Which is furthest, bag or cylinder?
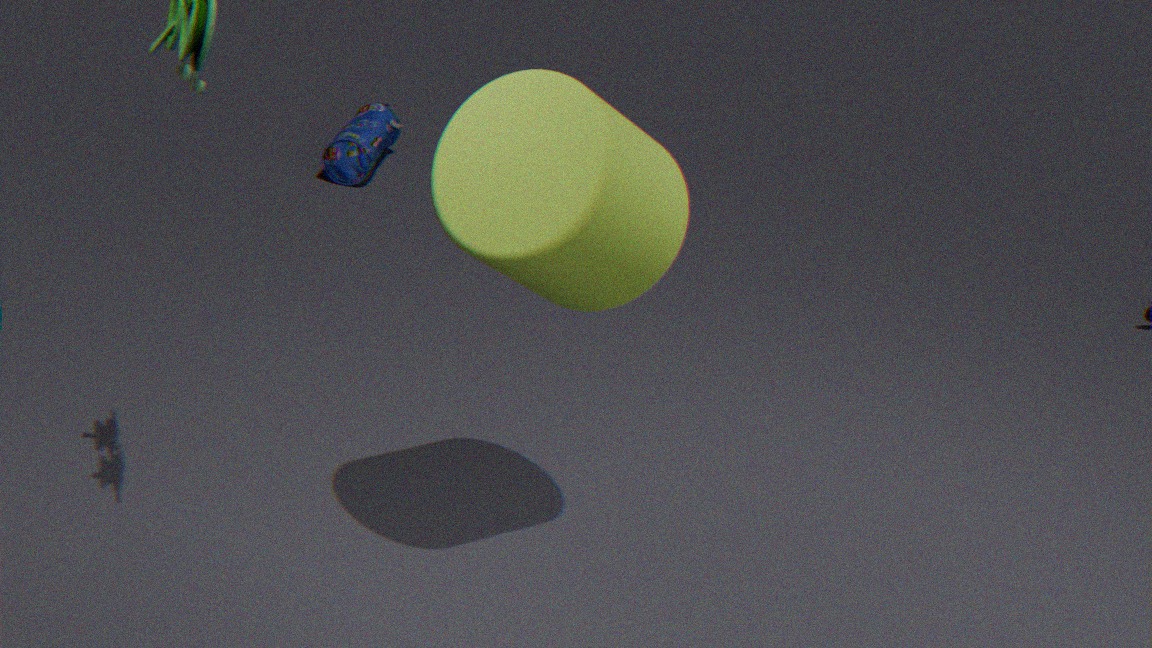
bag
